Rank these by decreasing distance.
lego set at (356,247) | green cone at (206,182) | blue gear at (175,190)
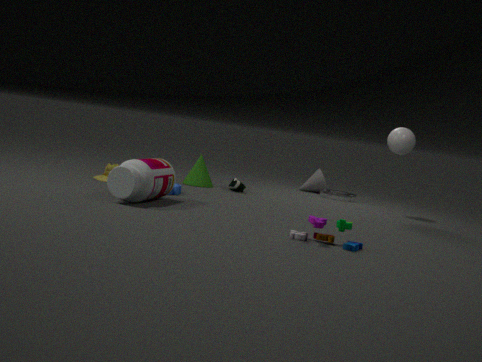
green cone at (206,182) → blue gear at (175,190) → lego set at (356,247)
